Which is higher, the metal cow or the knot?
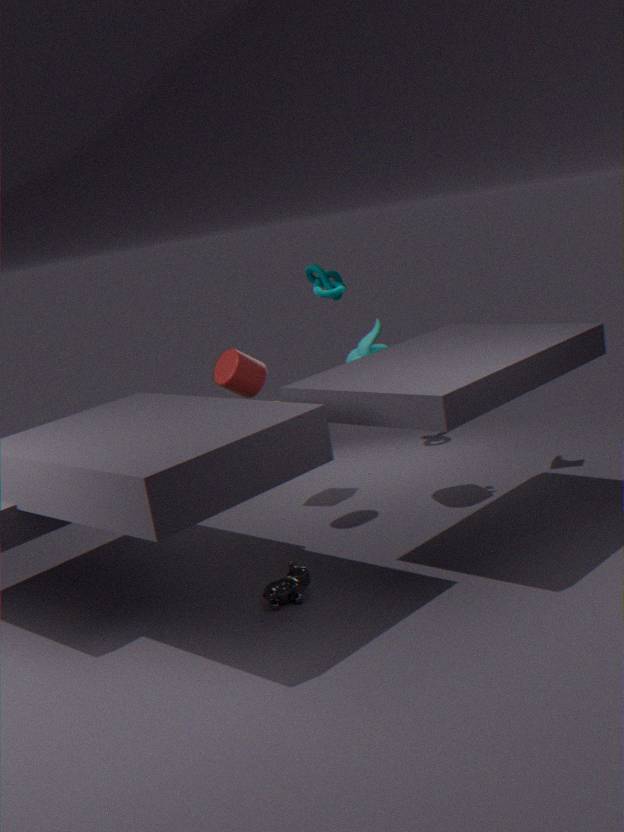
the knot
